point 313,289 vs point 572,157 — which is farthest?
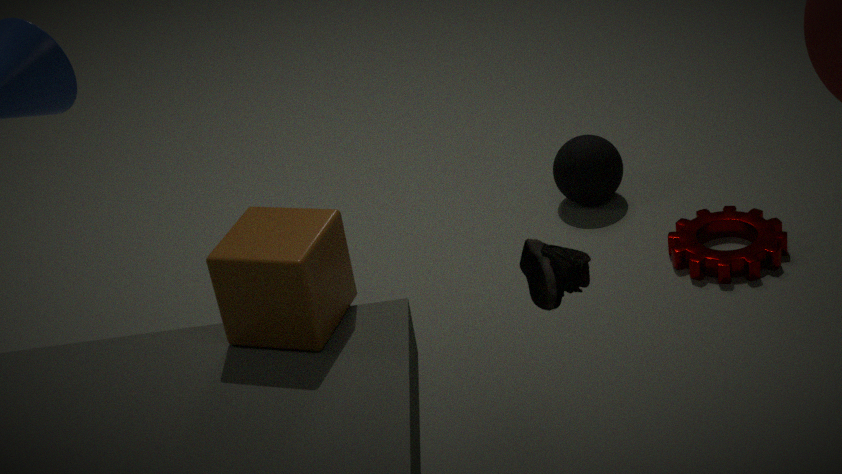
point 572,157
